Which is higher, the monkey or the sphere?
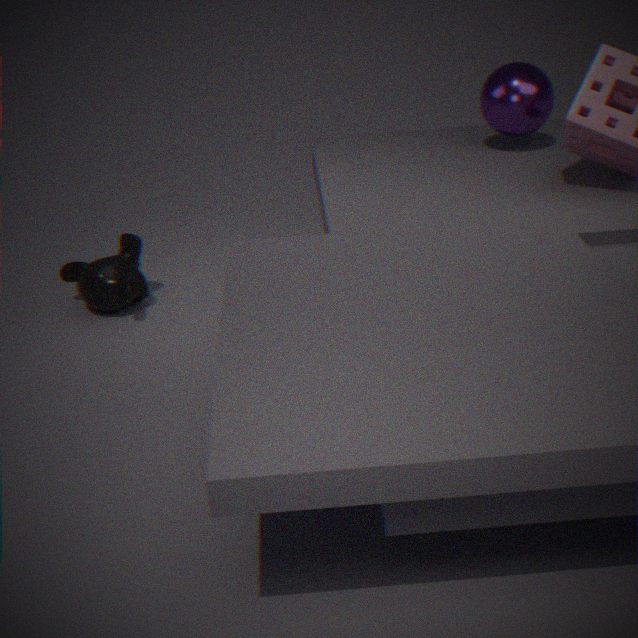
the sphere
